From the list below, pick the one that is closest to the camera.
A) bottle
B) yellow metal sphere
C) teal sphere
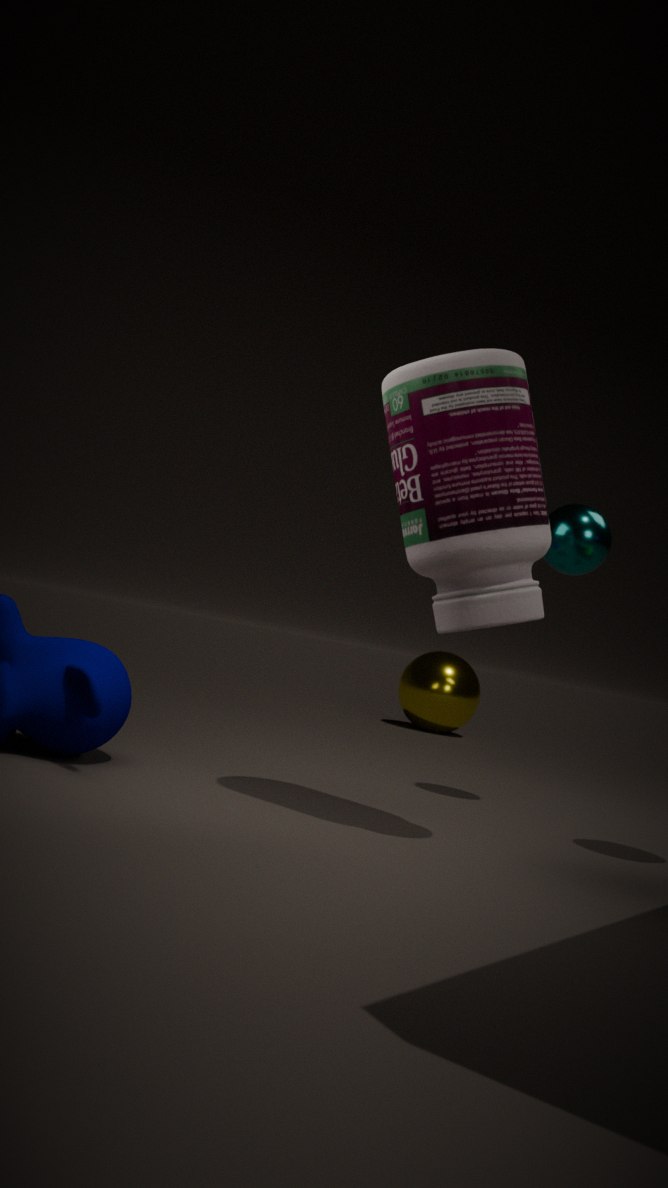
bottle
